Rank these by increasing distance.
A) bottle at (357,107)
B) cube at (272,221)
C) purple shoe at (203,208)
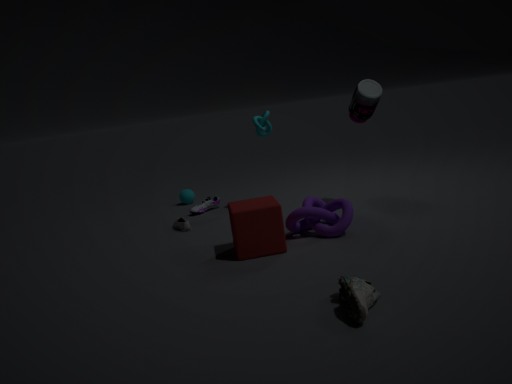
cube at (272,221) → bottle at (357,107) → purple shoe at (203,208)
